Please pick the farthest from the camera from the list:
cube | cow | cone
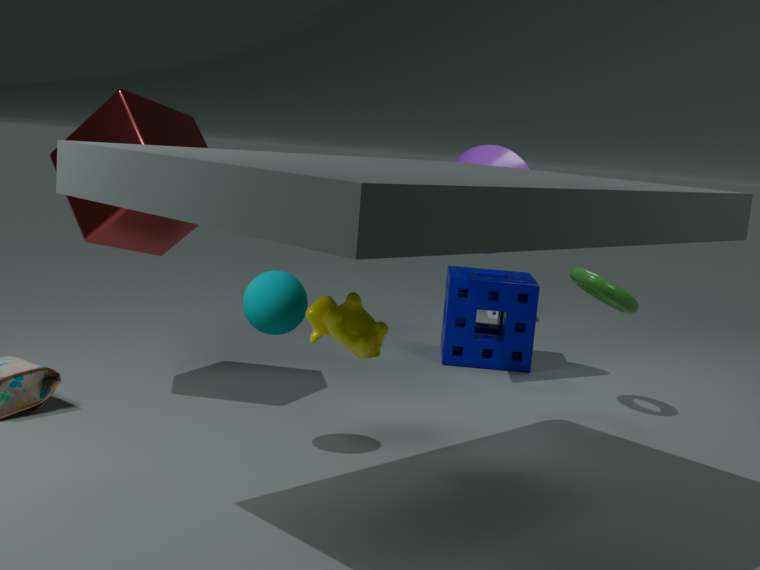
cone
